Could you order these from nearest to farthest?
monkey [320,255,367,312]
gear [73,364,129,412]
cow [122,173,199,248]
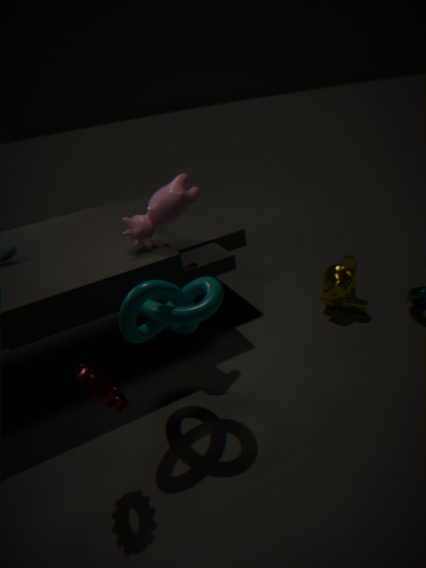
1. gear [73,364,129,412]
2. cow [122,173,199,248]
3. monkey [320,255,367,312]
